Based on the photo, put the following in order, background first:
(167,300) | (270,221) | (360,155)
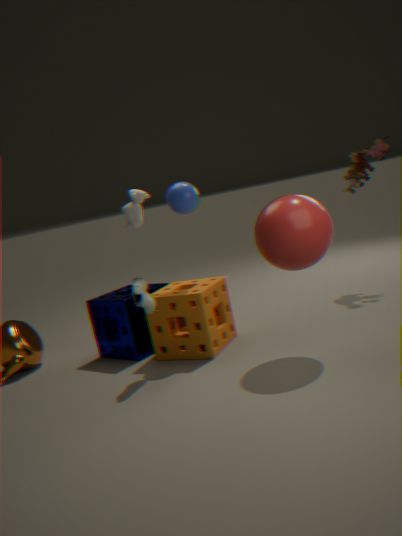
1. (360,155)
2. (167,300)
3. (270,221)
